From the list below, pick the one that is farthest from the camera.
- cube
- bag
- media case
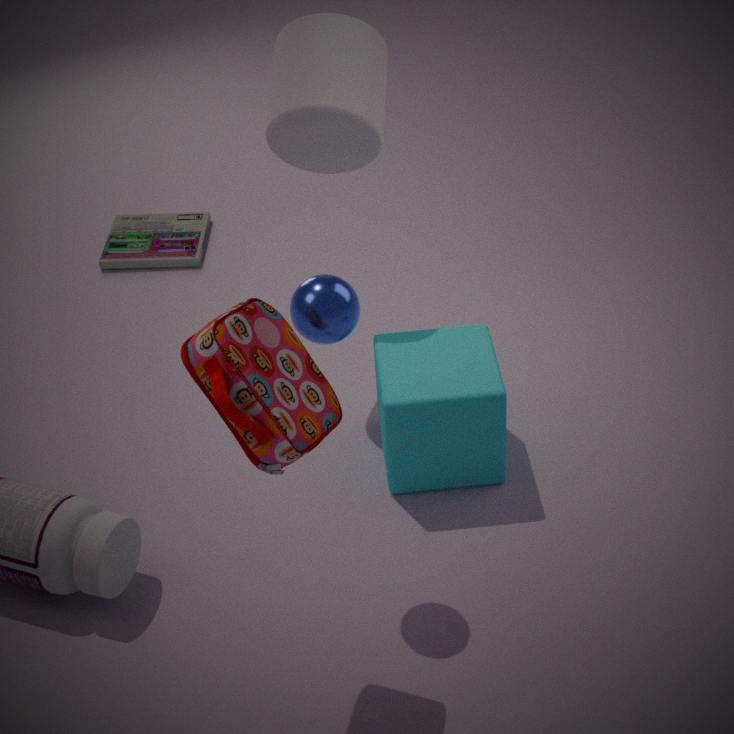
media case
